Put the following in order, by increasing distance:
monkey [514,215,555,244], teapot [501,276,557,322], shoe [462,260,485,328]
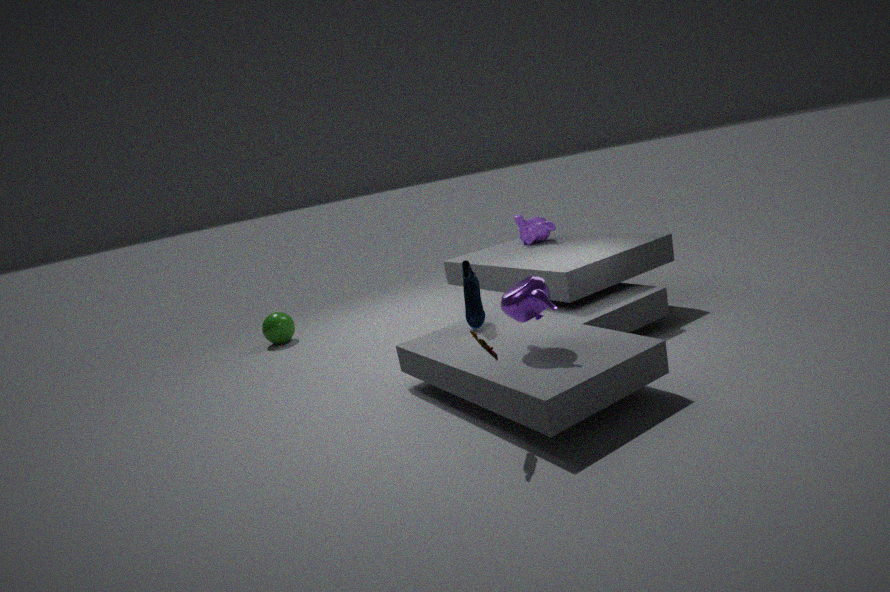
teapot [501,276,557,322]
shoe [462,260,485,328]
monkey [514,215,555,244]
